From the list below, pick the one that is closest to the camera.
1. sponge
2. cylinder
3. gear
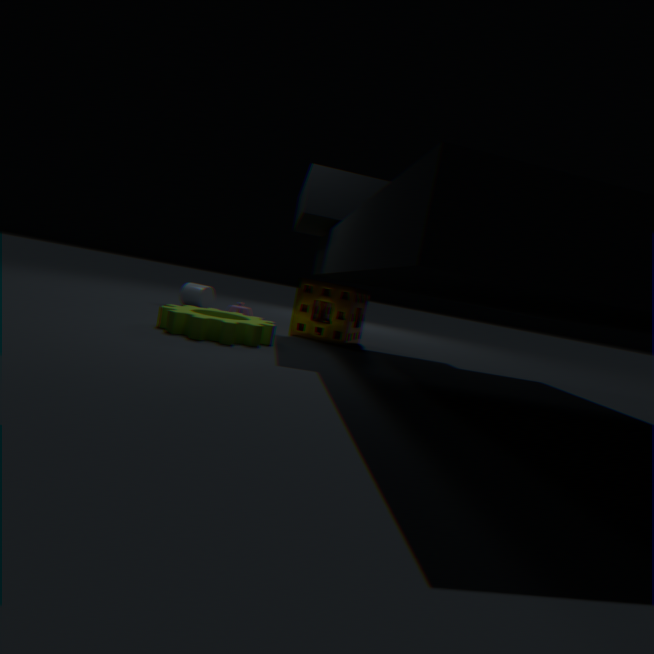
gear
